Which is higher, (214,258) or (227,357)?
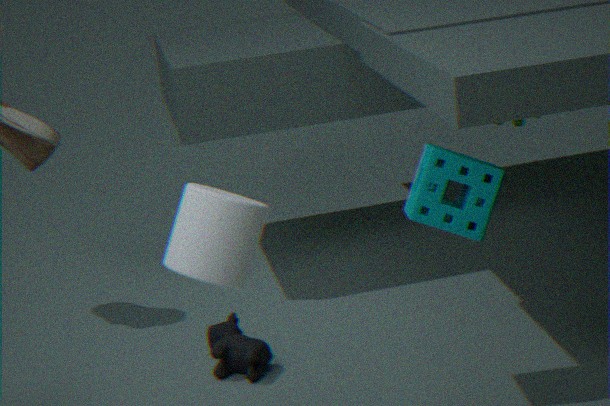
(214,258)
